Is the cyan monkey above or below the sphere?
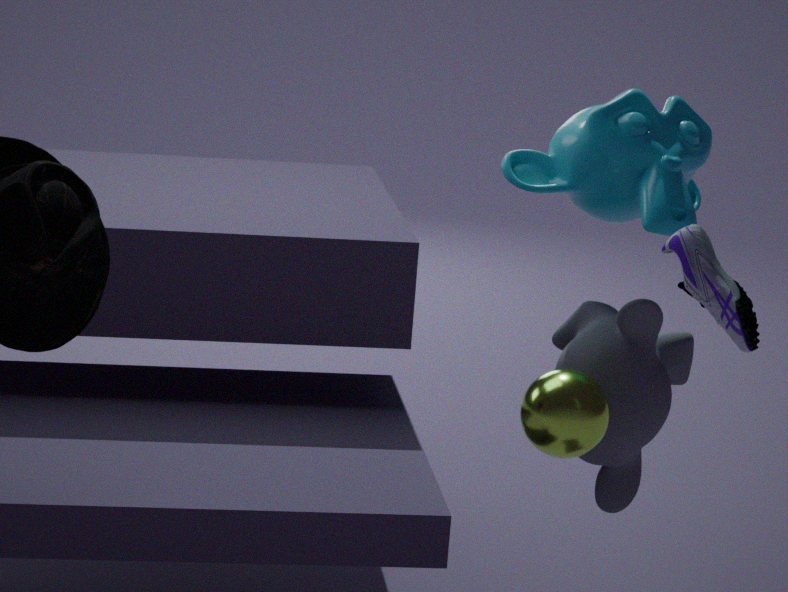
above
